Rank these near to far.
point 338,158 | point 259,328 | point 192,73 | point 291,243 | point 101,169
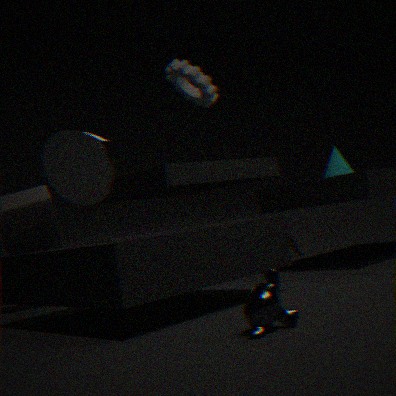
1. point 259,328
2. point 192,73
3. point 101,169
4. point 338,158
5. point 291,243
